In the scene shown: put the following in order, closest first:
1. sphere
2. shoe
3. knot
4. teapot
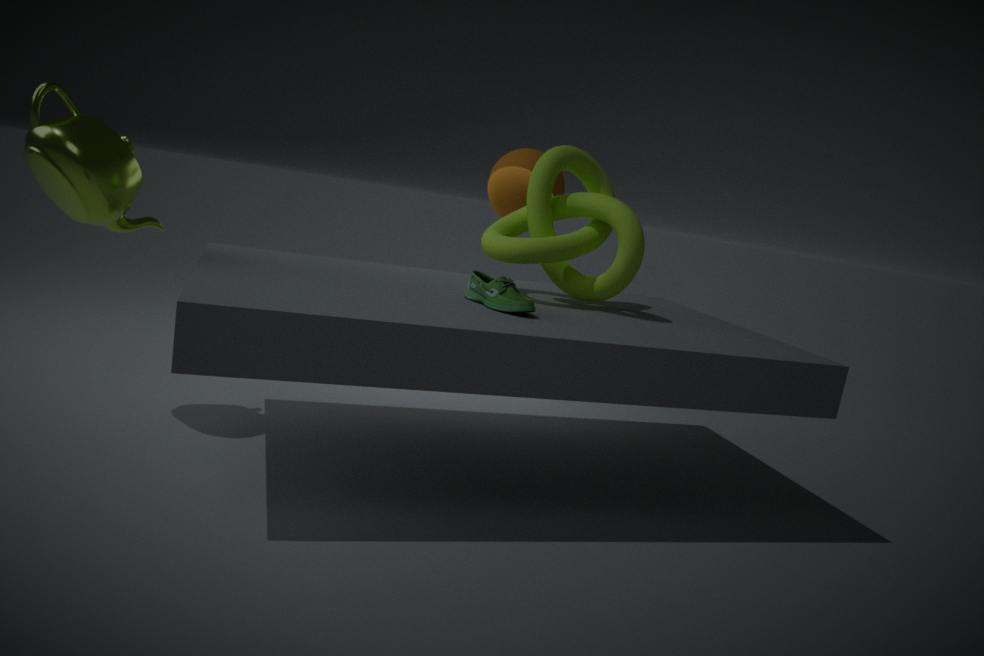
teapot, shoe, knot, sphere
